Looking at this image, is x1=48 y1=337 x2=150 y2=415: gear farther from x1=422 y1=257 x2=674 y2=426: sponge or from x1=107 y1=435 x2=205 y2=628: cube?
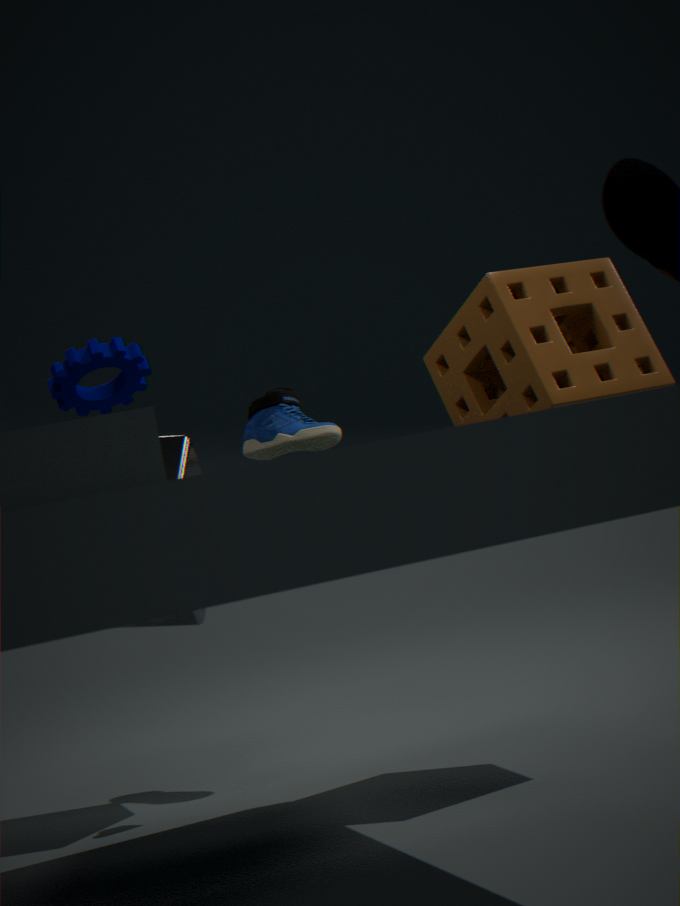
x1=422 y1=257 x2=674 y2=426: sponge
